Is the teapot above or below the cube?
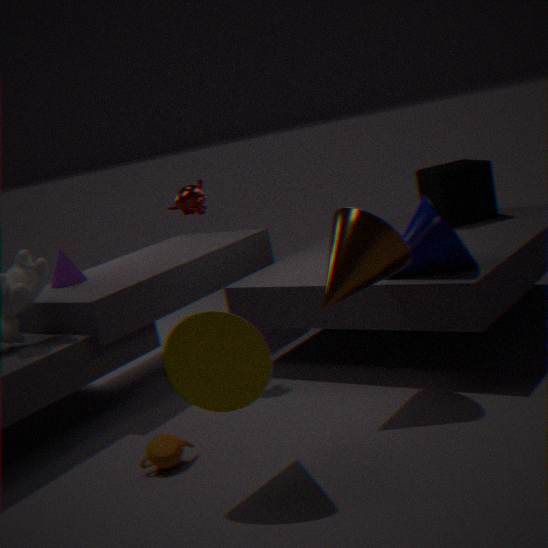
below
